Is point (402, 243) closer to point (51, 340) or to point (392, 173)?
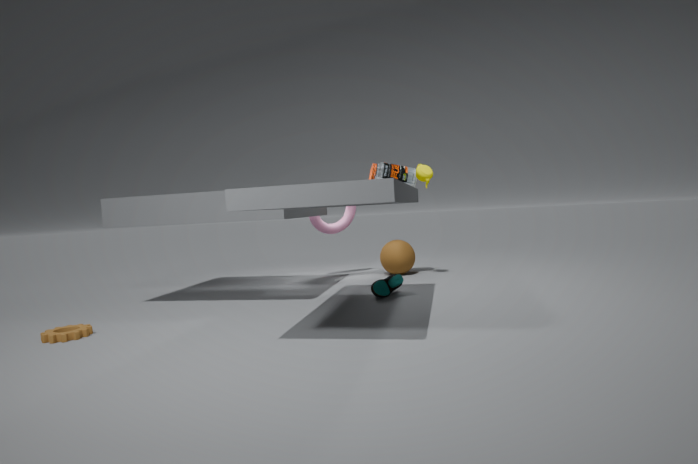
point (392, 173)
